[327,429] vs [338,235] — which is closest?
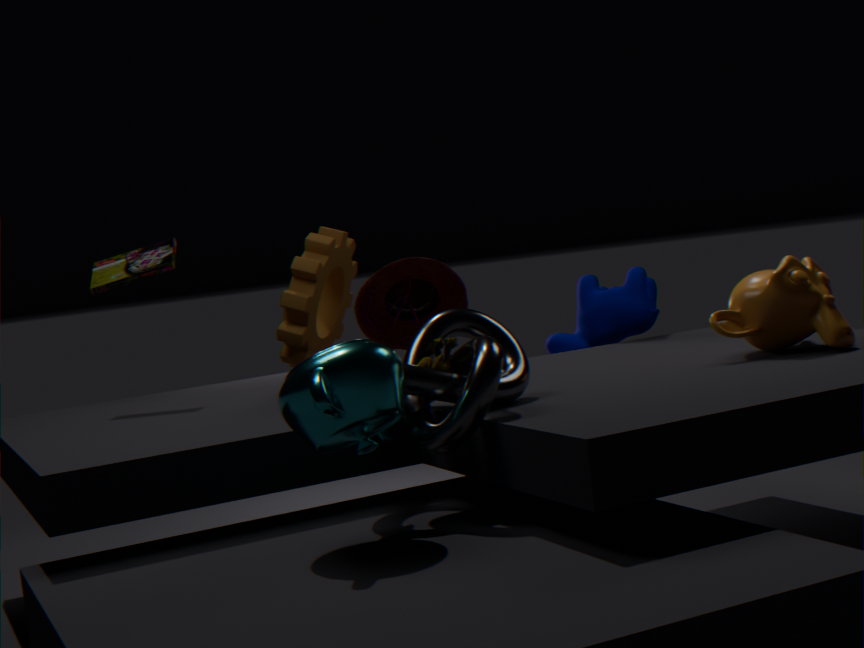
[327,429]
